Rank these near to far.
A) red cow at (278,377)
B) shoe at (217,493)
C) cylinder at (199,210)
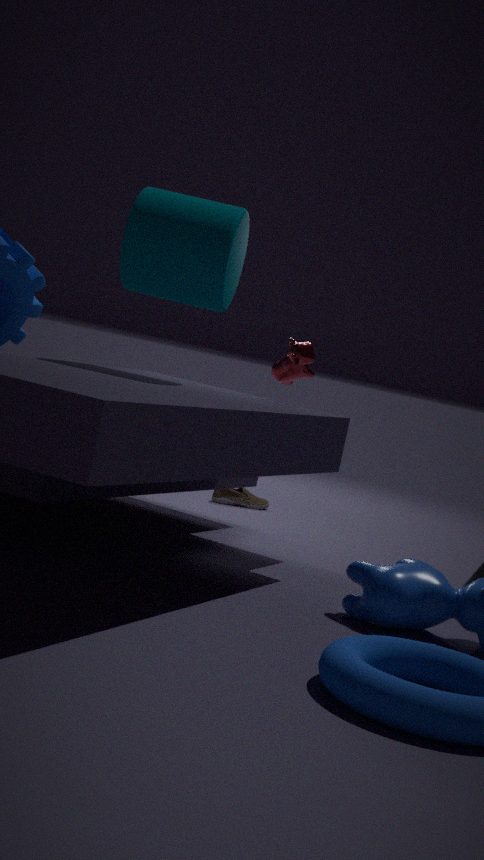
1. C. cylinder at (199,210)
2. A. red cow at (278,377)
3. B. shoe at (217,493)
